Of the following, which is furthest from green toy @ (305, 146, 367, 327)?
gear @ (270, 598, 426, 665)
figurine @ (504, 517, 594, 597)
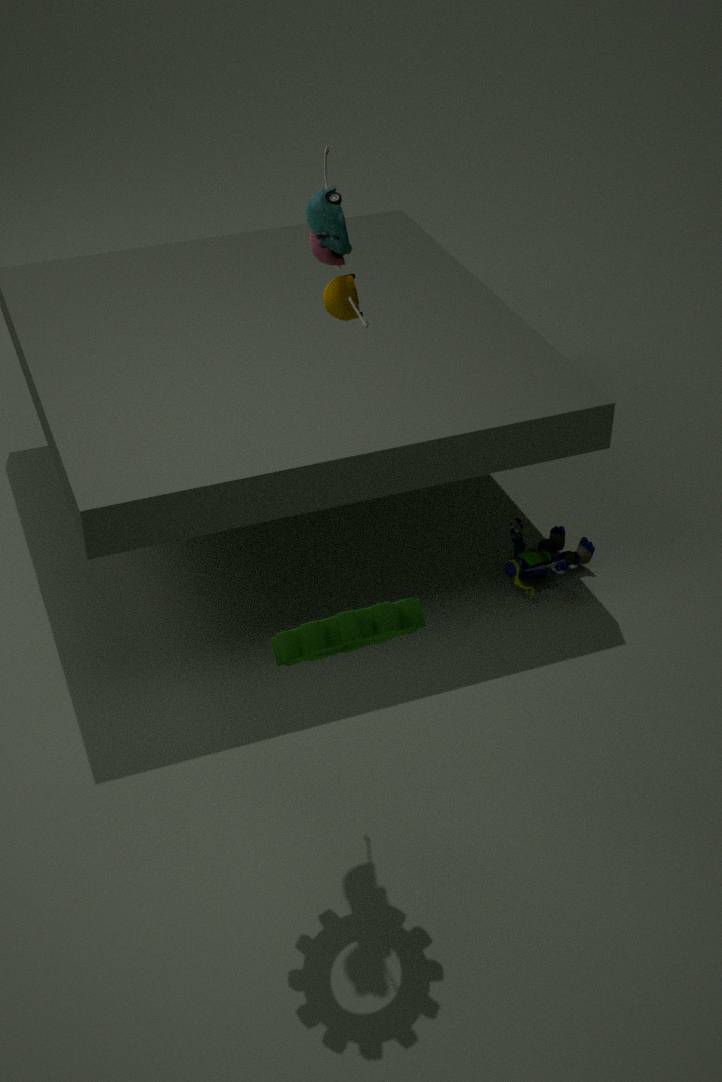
figurine @ (504, 517, 594, 597)
